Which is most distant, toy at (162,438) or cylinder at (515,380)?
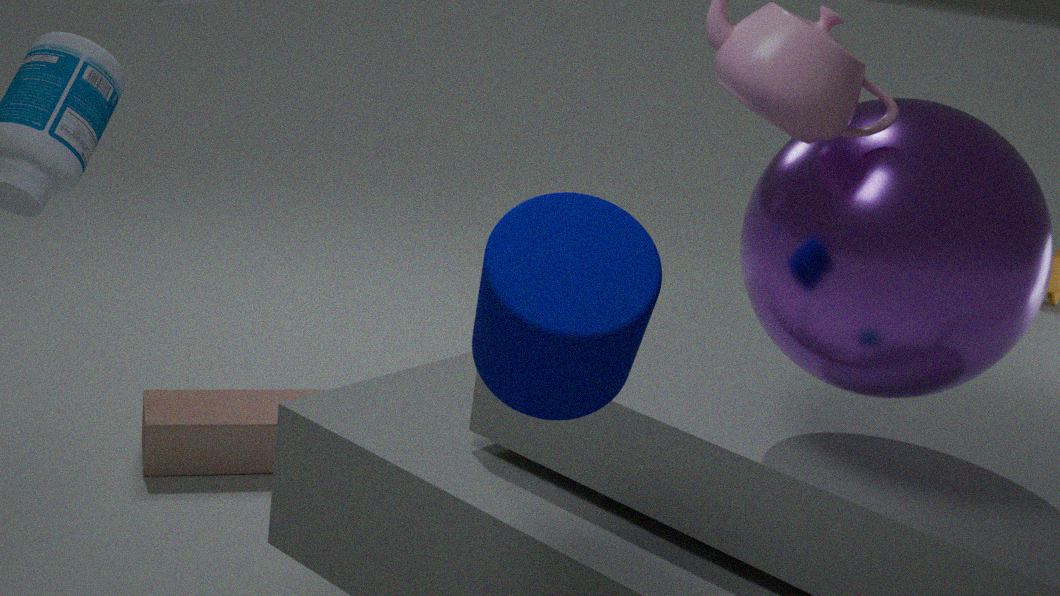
toy at (162,438)
